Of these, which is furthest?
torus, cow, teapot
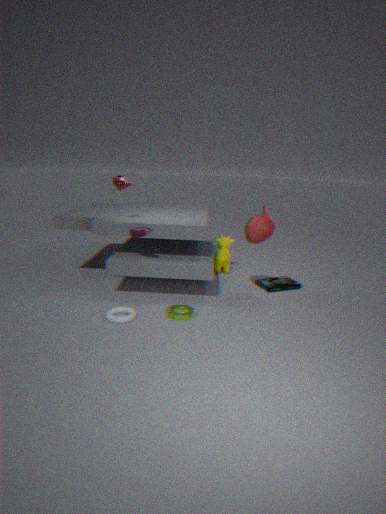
cow
